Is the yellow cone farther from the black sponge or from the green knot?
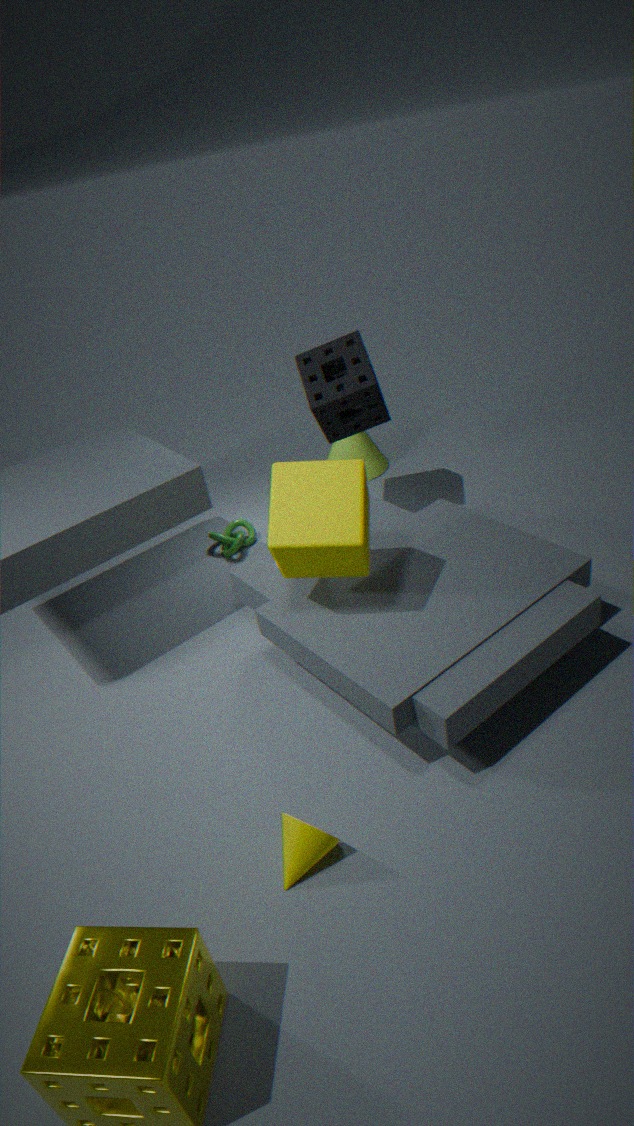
the black sponge
